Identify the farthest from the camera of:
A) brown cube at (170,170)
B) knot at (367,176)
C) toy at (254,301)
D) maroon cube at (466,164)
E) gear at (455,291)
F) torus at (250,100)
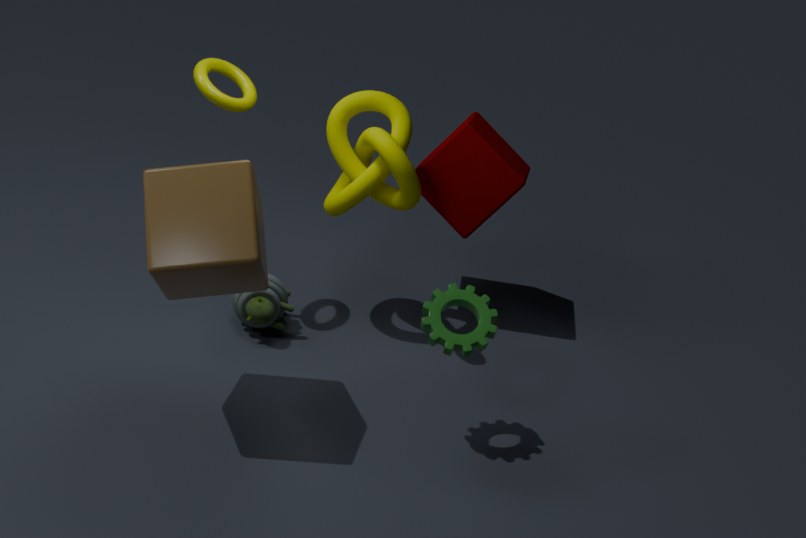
D. maroon cube at (466,164)
